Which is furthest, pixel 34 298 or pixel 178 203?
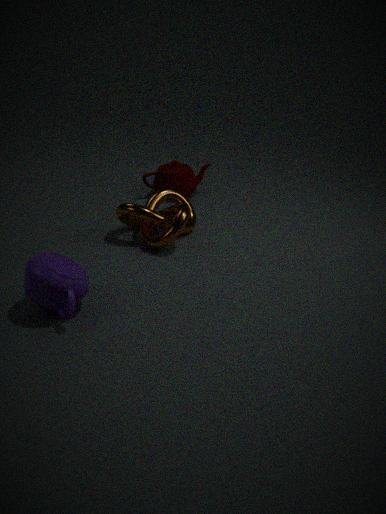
pixel 178 203
